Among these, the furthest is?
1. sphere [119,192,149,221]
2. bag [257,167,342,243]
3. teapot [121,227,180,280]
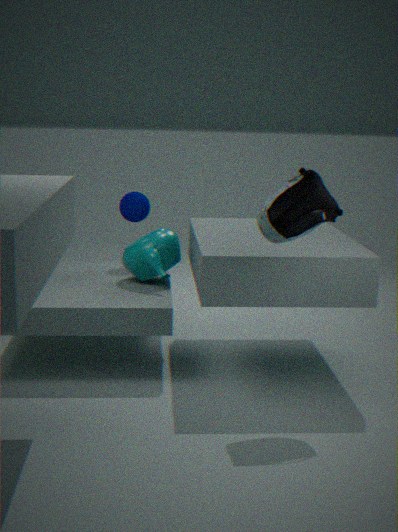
sphere [119,192,149,221]
